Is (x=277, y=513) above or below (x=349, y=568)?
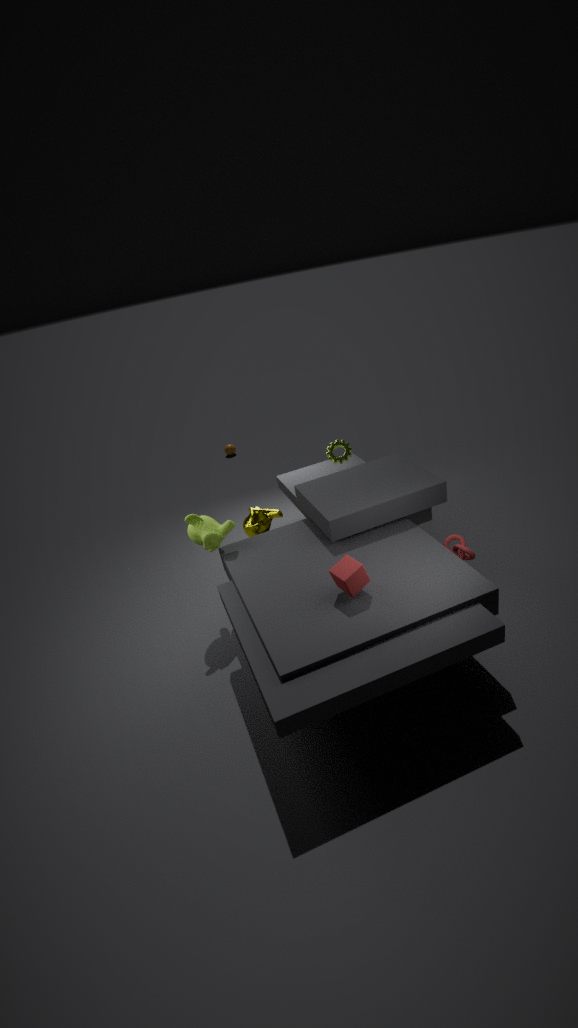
below
